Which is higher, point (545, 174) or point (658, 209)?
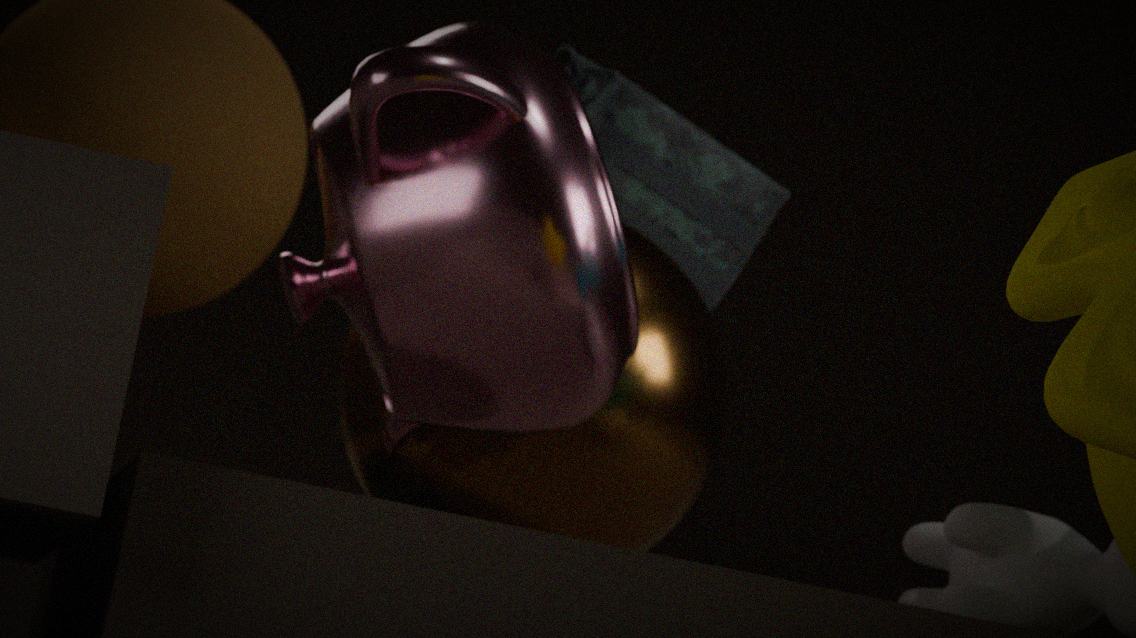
point (658, 209)
